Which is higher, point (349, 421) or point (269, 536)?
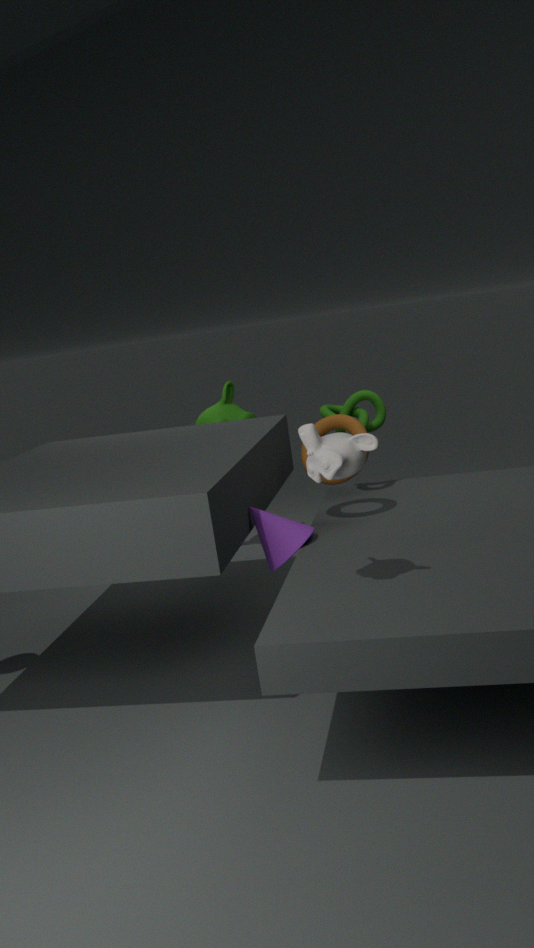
point (349, 421)
